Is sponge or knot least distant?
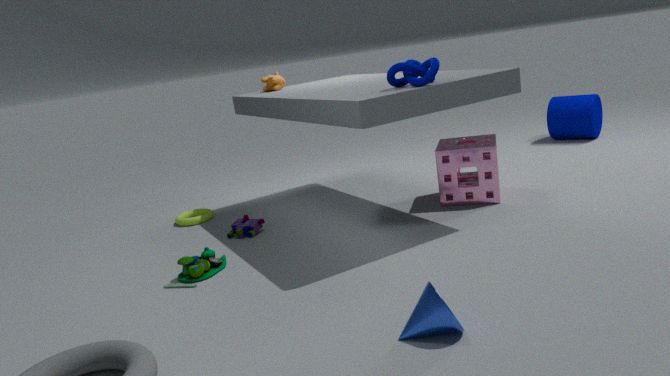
knot
